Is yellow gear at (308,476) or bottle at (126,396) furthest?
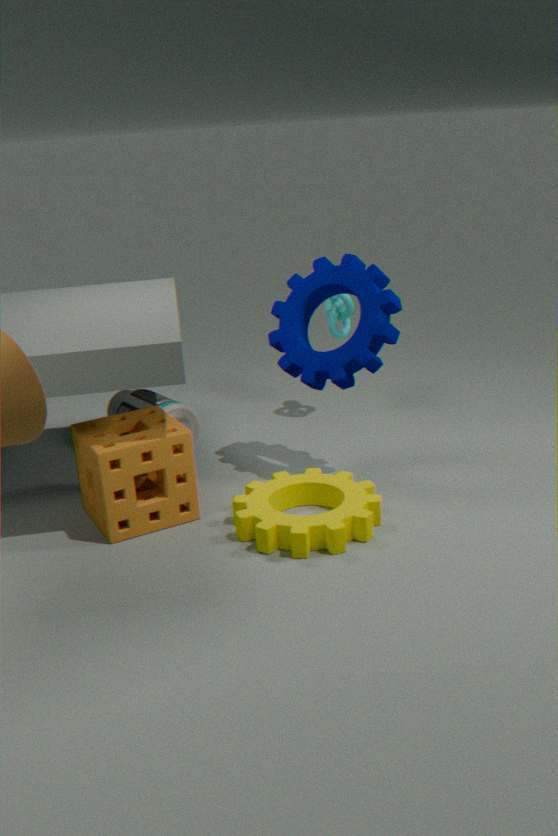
bottle at (126,396)
